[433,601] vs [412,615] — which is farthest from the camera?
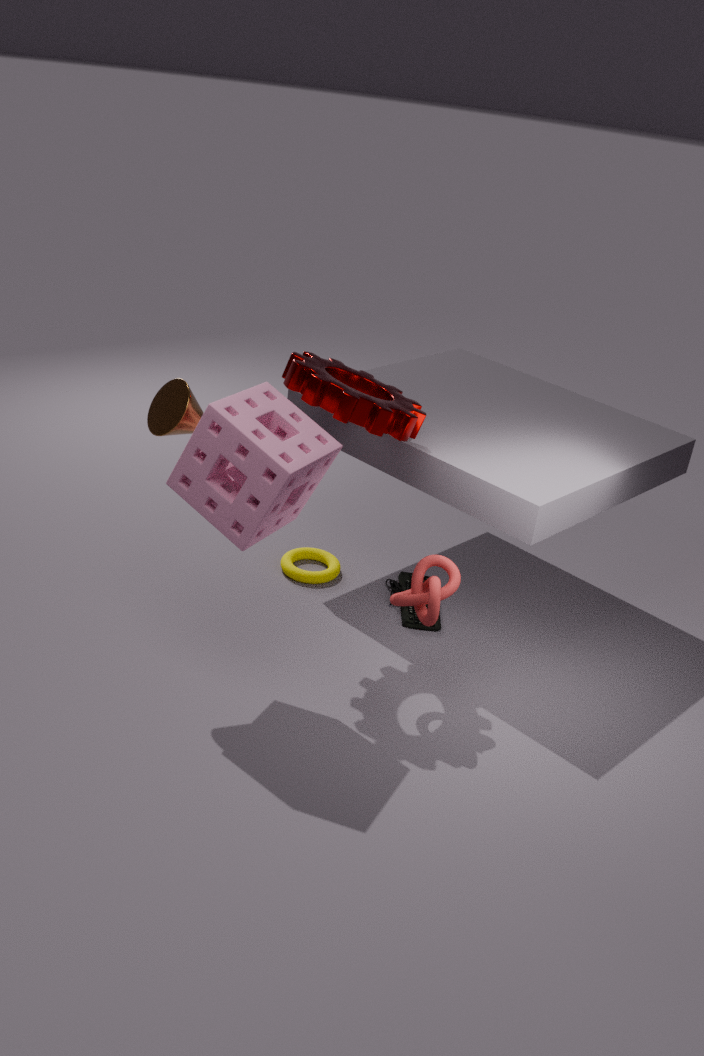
[412,615]
